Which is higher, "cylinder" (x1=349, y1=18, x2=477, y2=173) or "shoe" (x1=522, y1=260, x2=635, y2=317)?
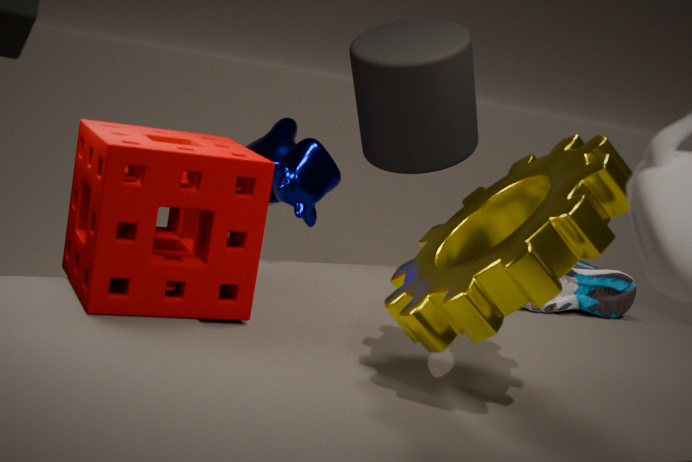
"cylinder" (x1=349, y1=18, x2=477, y2=173)
